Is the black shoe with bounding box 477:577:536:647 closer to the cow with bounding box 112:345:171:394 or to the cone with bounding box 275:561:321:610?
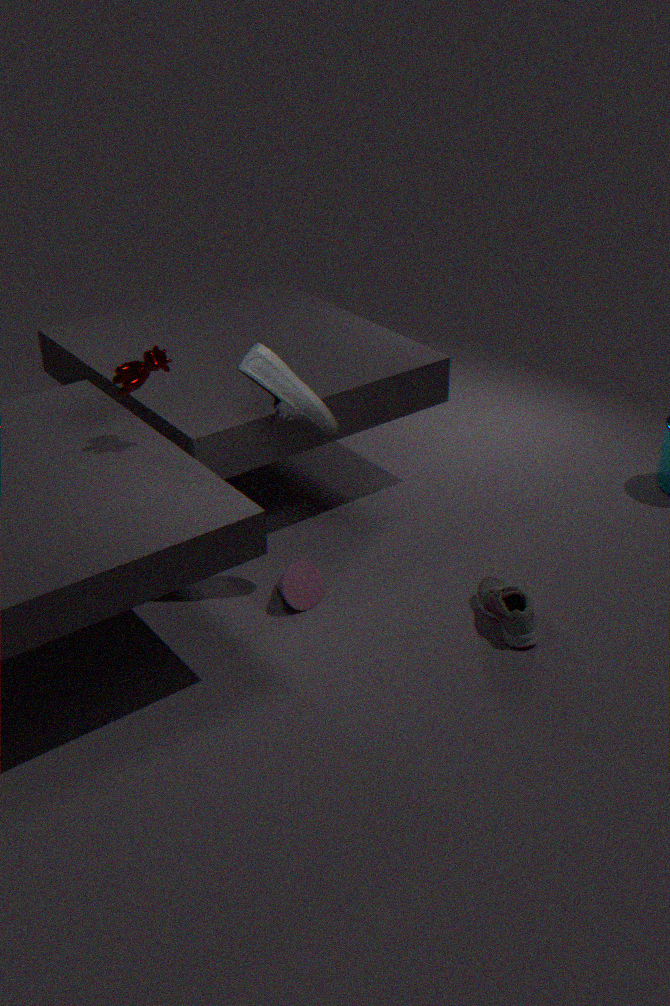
the cone with bounding box 275:561:321:610
